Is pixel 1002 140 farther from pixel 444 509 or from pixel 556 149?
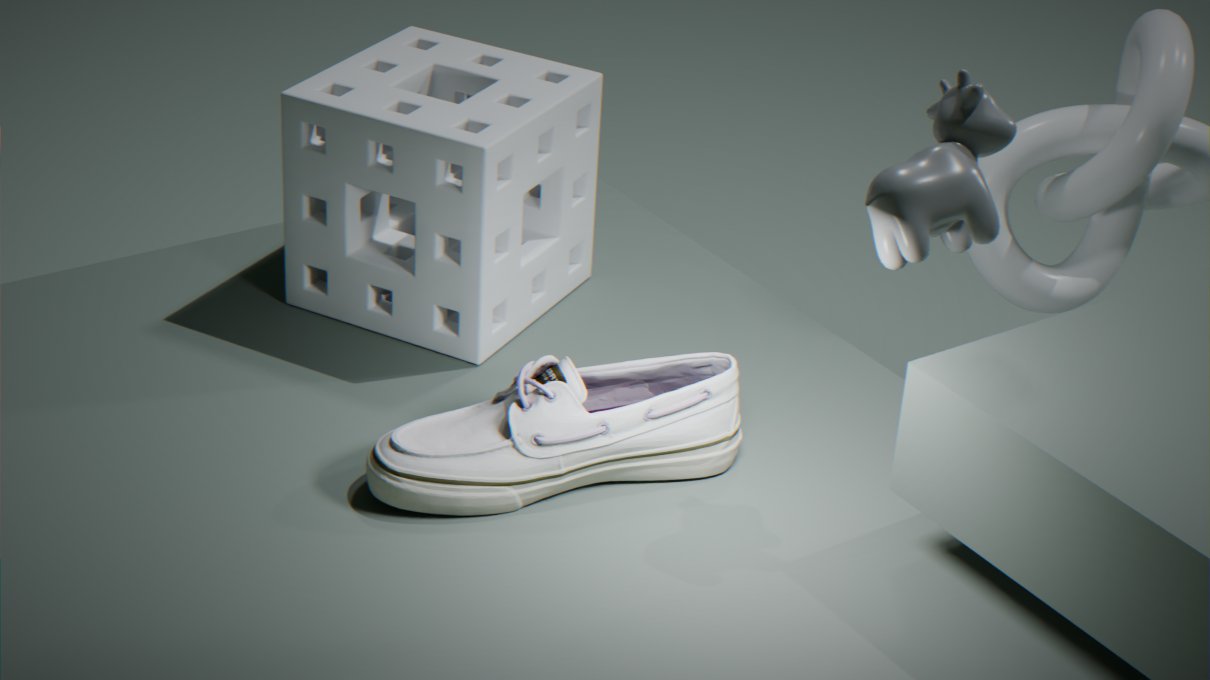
pixel 556 149
